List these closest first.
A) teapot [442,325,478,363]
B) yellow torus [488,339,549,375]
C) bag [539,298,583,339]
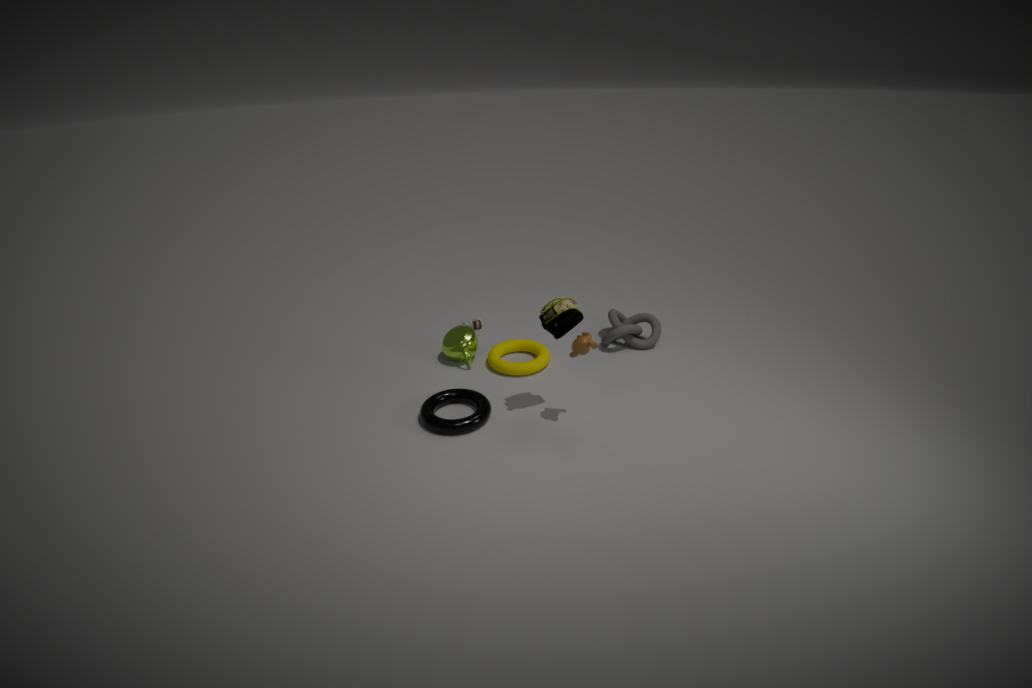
bag [539,298,583,339]
yellow torus [488,339,549,375]
teapot [442,325,478,363]
